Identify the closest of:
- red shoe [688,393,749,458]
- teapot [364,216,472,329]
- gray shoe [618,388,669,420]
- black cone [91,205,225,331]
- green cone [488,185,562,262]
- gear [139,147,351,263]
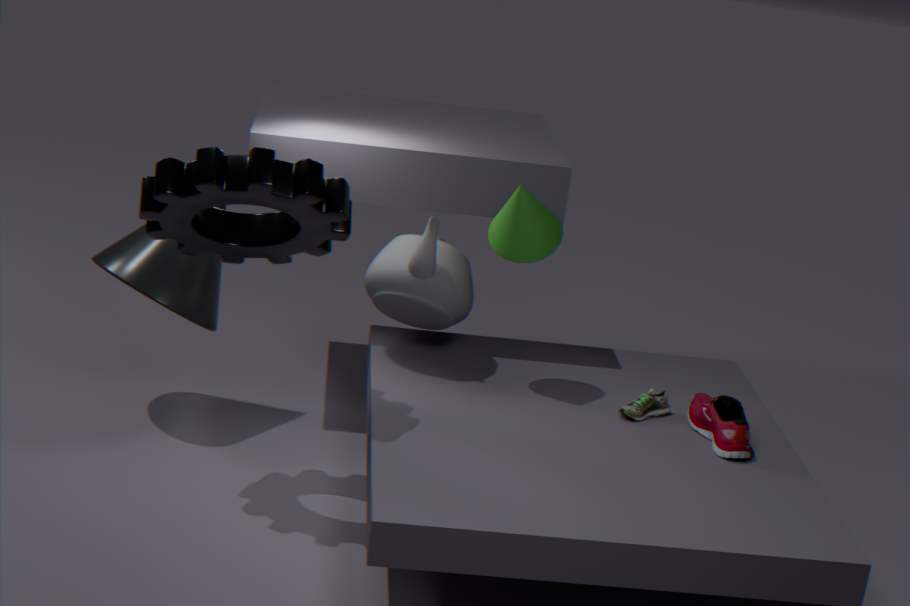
gear [139,147,351,263]
